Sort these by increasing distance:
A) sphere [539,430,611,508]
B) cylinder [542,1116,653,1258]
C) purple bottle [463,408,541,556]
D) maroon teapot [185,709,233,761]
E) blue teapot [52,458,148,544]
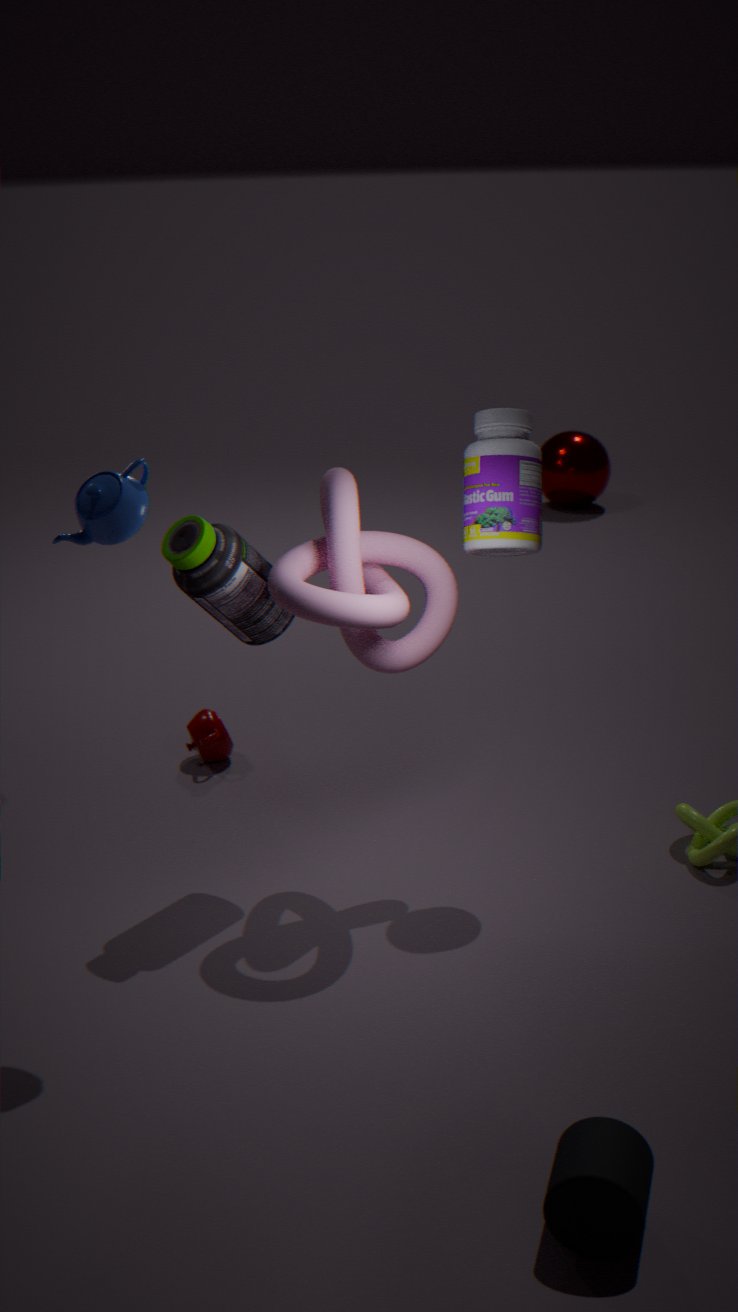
cylinder [542,1116,653,1258], blue teapot [52,458,148,544], purple bottle [463,408,541,556], maroon teapot [185,709,233,761], sphere [539,430,611,508]
